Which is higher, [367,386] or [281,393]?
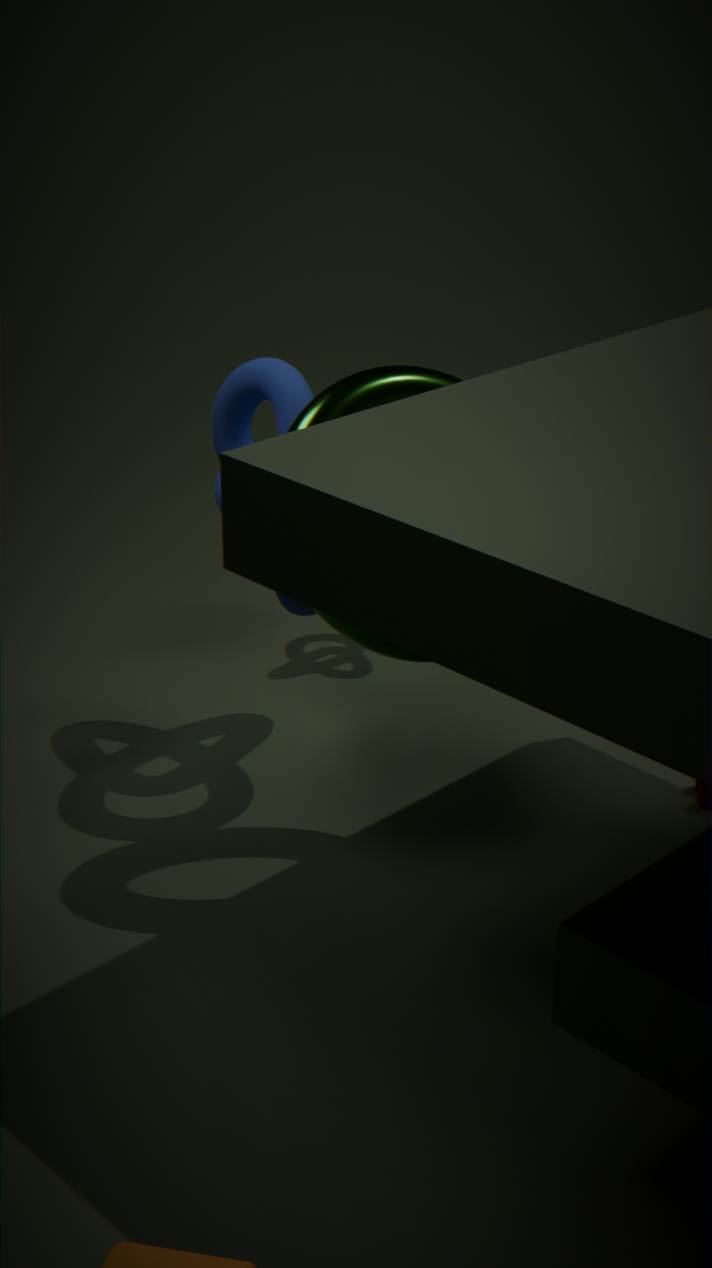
Result: [367,386]
